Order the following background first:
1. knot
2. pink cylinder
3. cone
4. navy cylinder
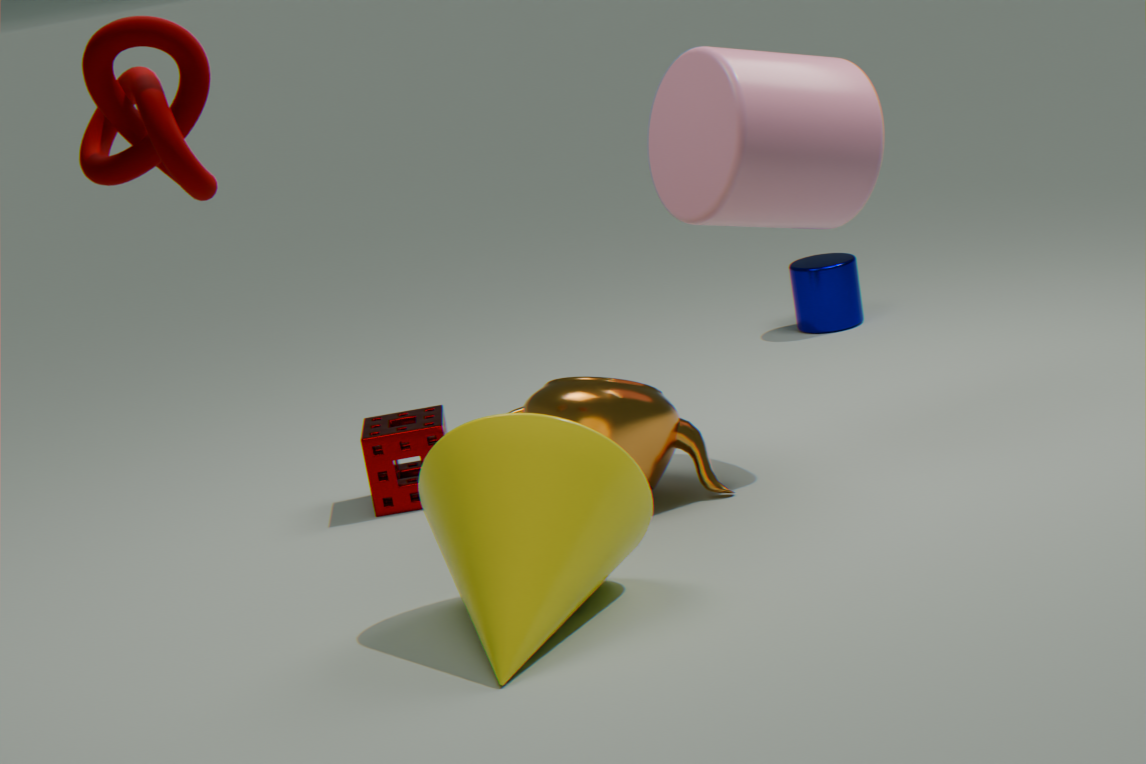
1. navy cylinder
2. pink cylinder
3. cone
4. knot
